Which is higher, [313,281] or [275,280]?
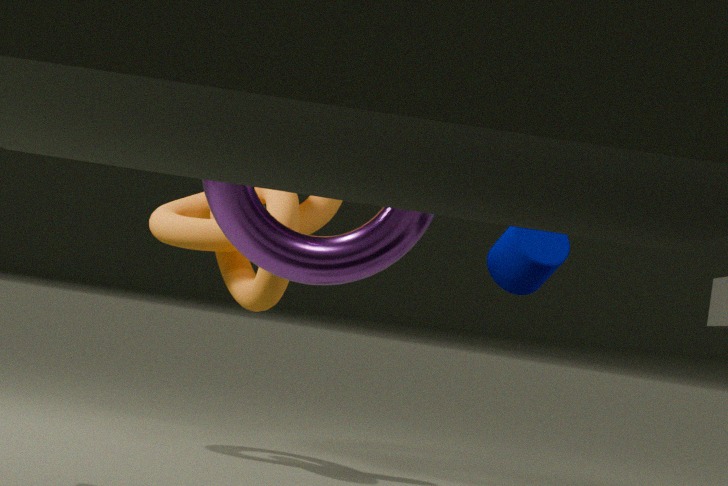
[313,281]
